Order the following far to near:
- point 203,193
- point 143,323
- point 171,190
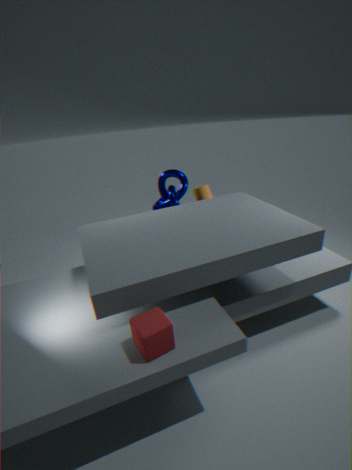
point 203,193 → point 171,190 → point 143,323
